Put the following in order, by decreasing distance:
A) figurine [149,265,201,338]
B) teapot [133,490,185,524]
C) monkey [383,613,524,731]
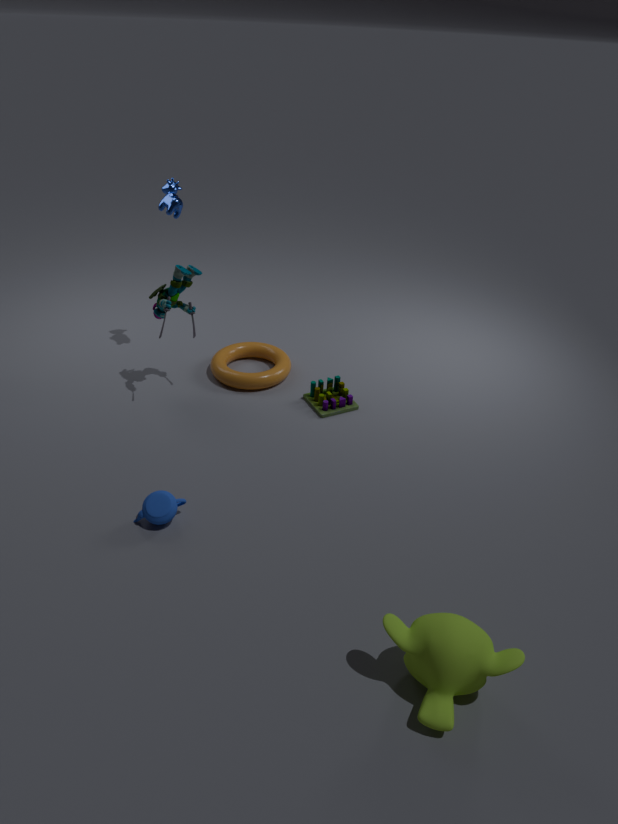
figurine [149,265,201,338]
teapot [133,490,185,524]
monkey [383,613,524,731]
